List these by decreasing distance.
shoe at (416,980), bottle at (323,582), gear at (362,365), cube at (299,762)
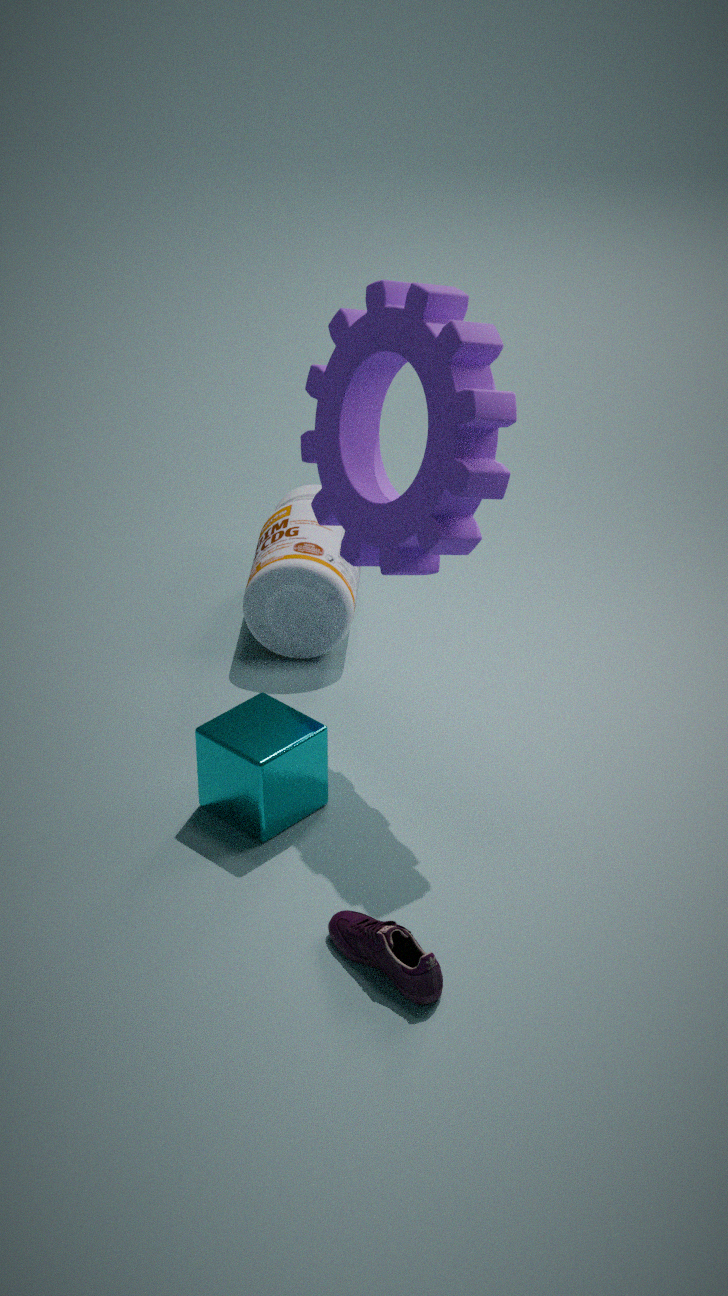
bottle at (323,582)
cube at (299,762)
gear at (362,365)
shoe at (416,980)
